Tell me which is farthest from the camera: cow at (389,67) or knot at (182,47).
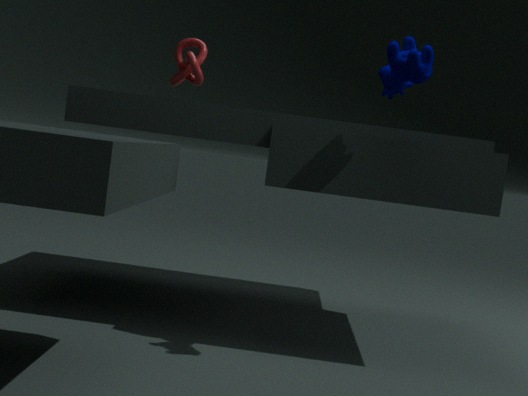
knot at (182,47)
